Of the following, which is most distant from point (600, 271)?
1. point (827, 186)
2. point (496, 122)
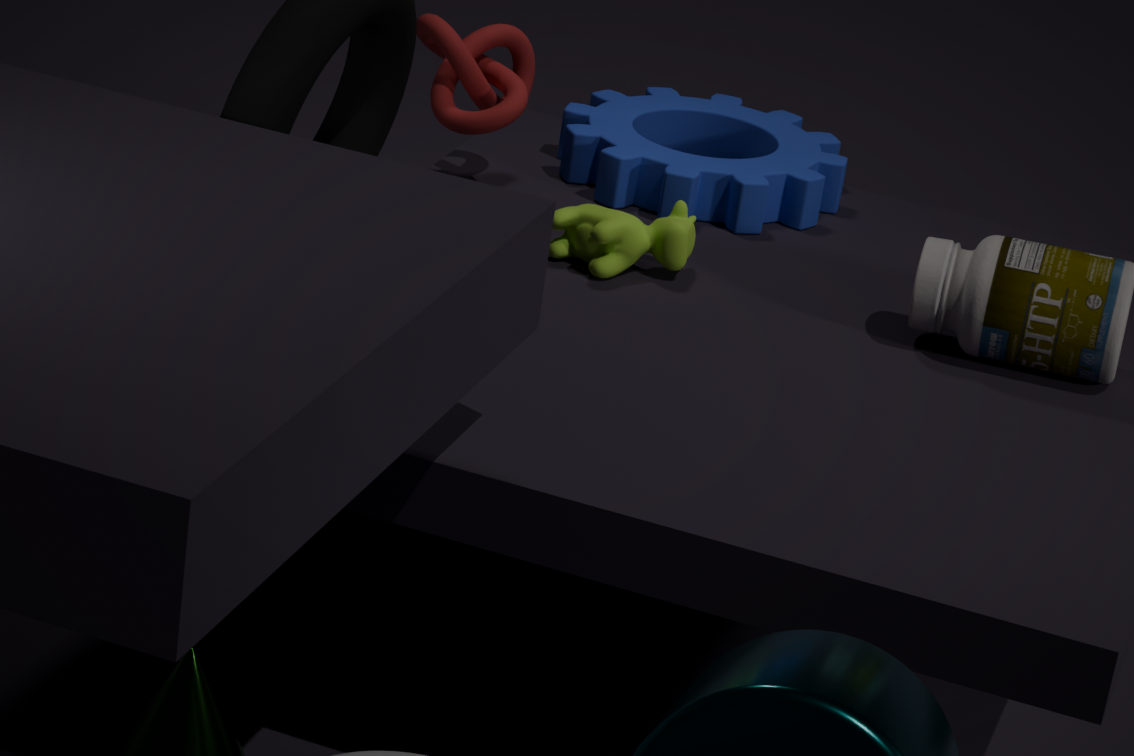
point (827, 186)
